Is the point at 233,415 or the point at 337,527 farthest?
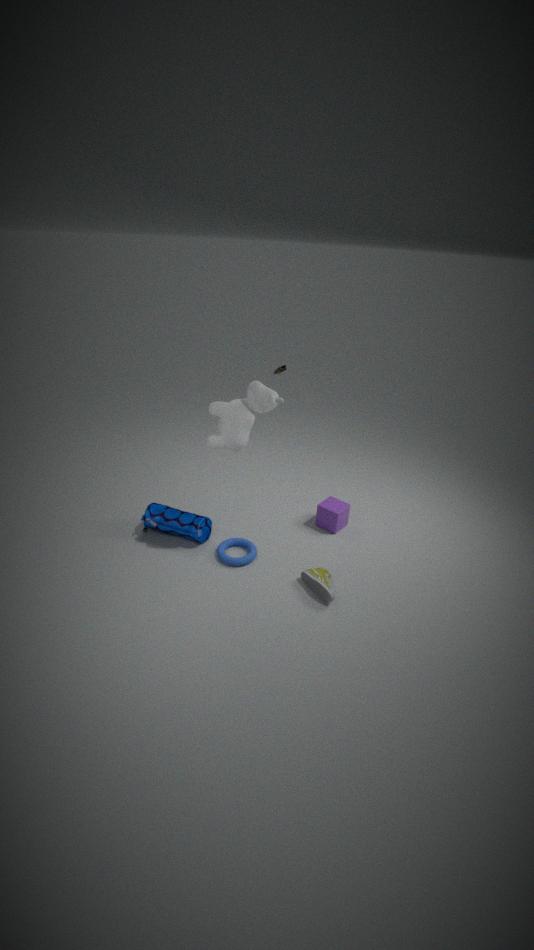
the point at 337,527
